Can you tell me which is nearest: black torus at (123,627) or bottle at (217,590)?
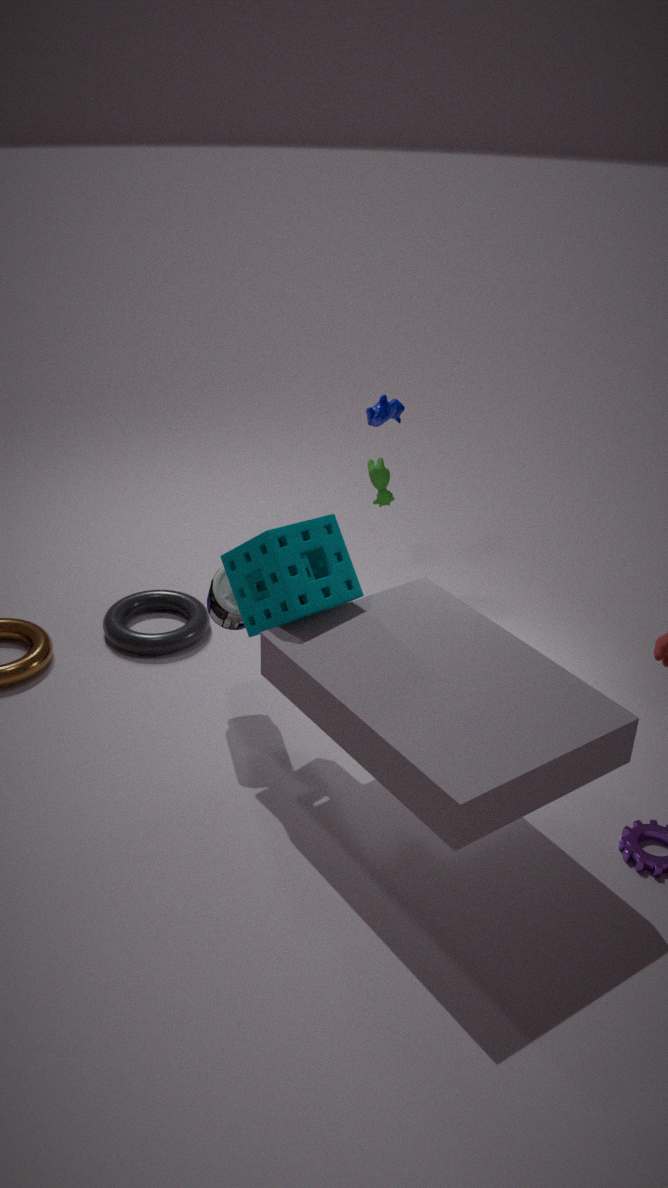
bottle at (217,590)
